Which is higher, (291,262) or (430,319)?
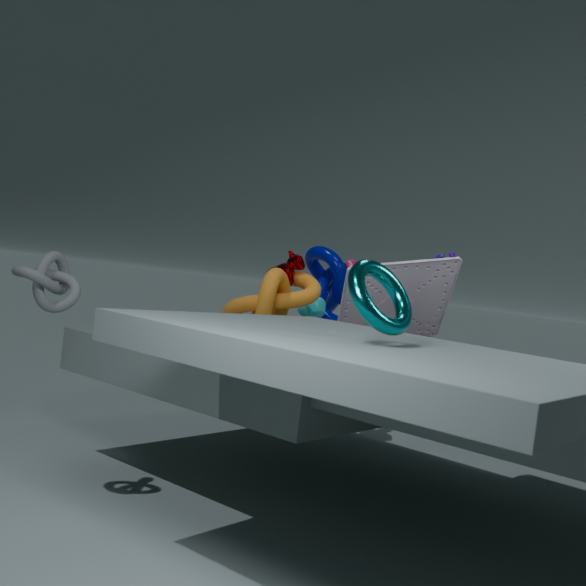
(291,262)
